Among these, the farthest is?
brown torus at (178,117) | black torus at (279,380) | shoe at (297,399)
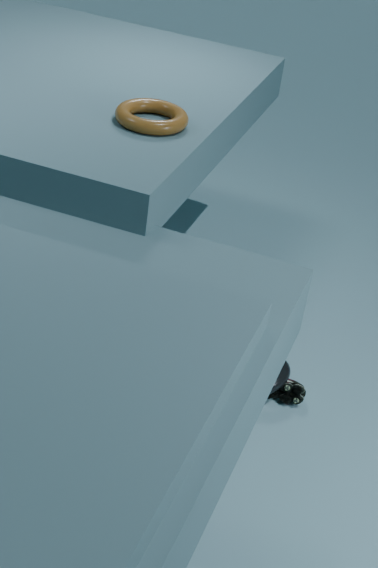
shoe at (297,399)
